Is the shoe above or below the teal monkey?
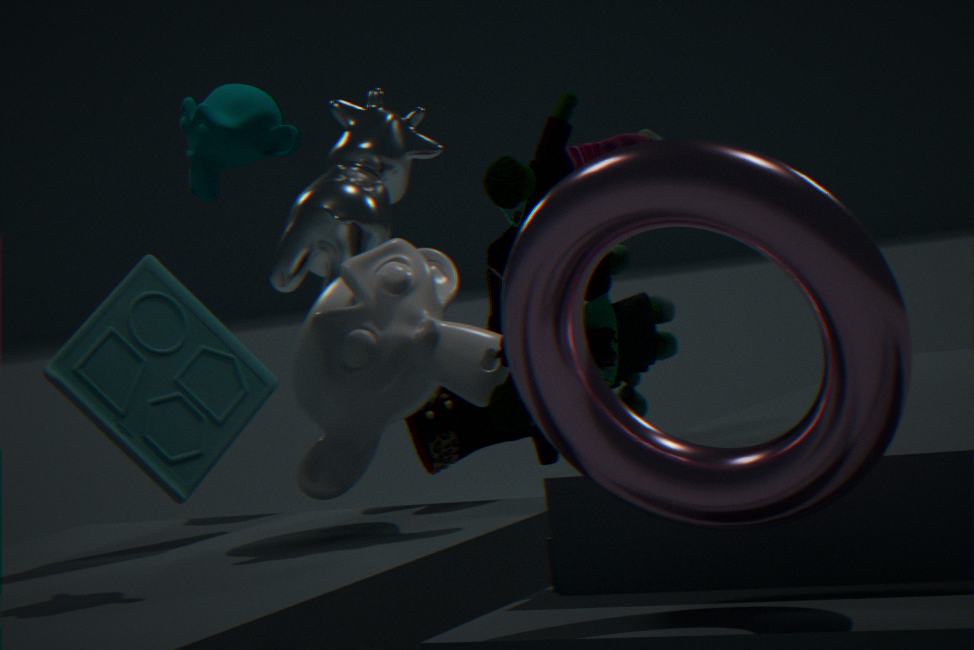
below
